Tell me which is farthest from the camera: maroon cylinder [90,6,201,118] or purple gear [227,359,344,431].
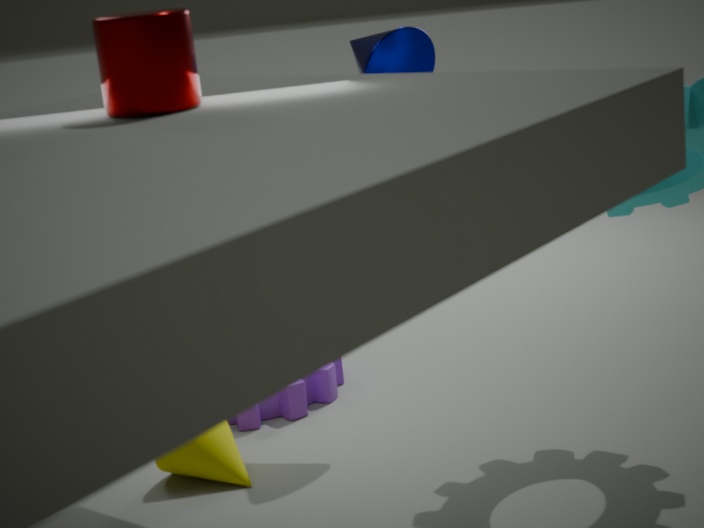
purple gear [227,359,344,431]
